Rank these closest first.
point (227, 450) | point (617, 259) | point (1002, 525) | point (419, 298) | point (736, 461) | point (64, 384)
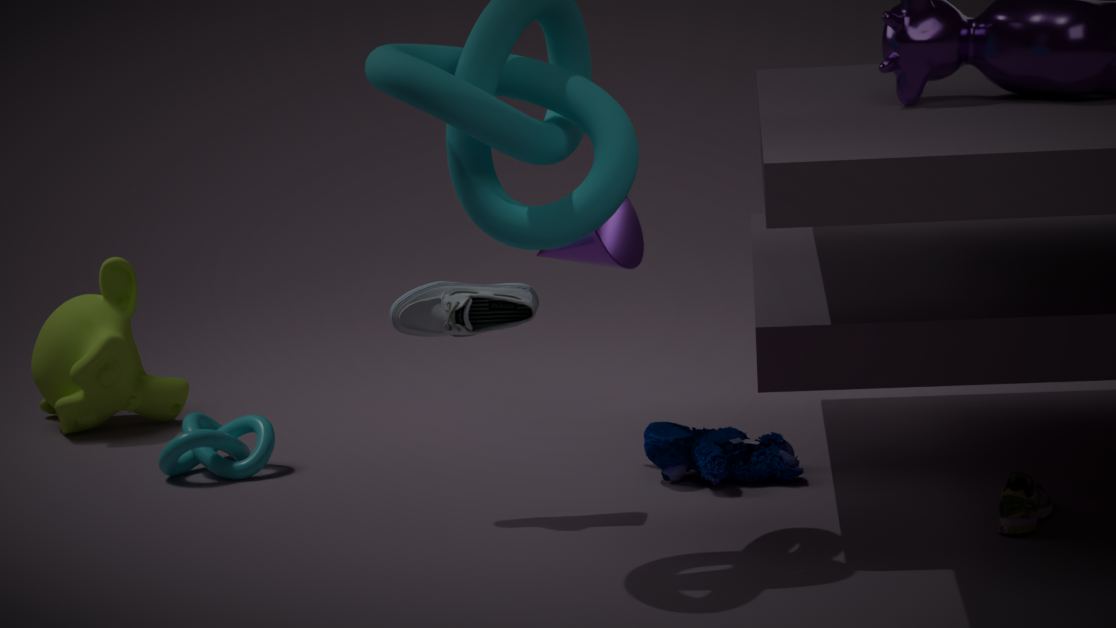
point (1002, 525), point (419, 298), point (736, 461), point (617, 259), point (227, 450), point (64, 384)
